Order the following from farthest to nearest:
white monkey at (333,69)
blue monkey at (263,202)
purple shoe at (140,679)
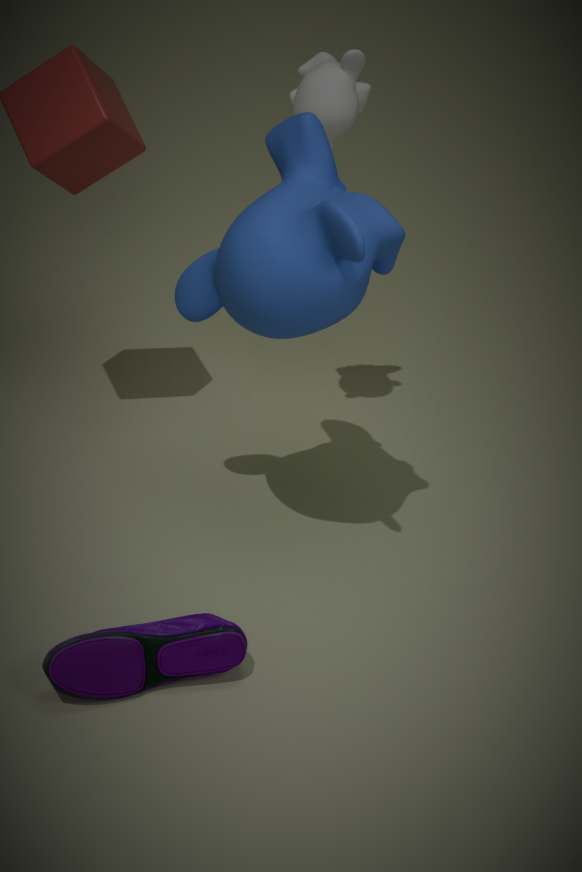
white monkey at (333,69)
blue monkey at (263,202)
purple shoe at (140,679)
